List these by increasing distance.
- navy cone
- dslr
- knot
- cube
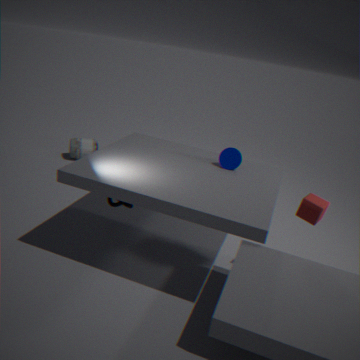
cube < knot < navy cone < dslr
